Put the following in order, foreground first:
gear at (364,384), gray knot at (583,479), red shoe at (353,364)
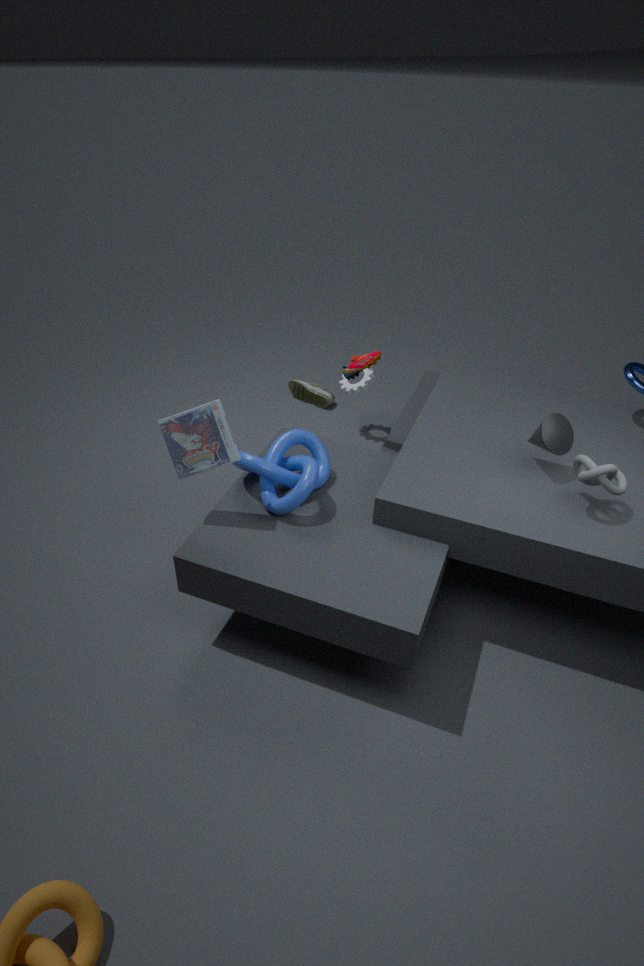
gray knot at (583,479) → red shoe at (353,364) → gear at (364,384)
